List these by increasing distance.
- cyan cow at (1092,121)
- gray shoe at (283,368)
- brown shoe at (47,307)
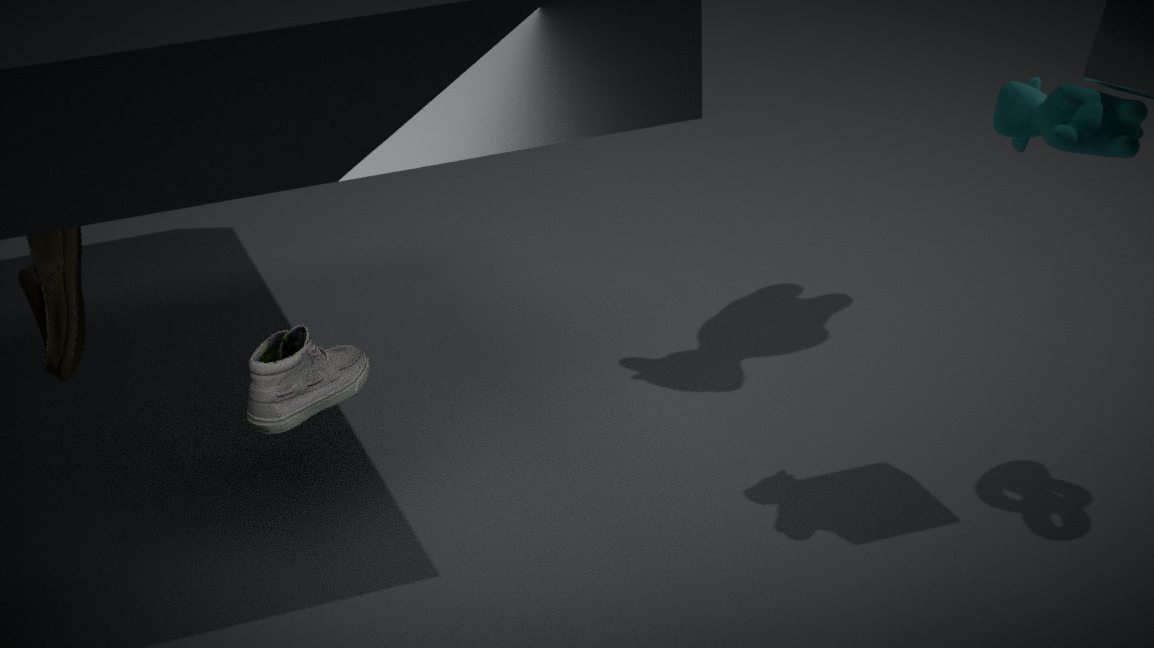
1. brown shoe at (47,307)
2. cyan cow at (1092,121)
3. gray shoe at (283,368)
